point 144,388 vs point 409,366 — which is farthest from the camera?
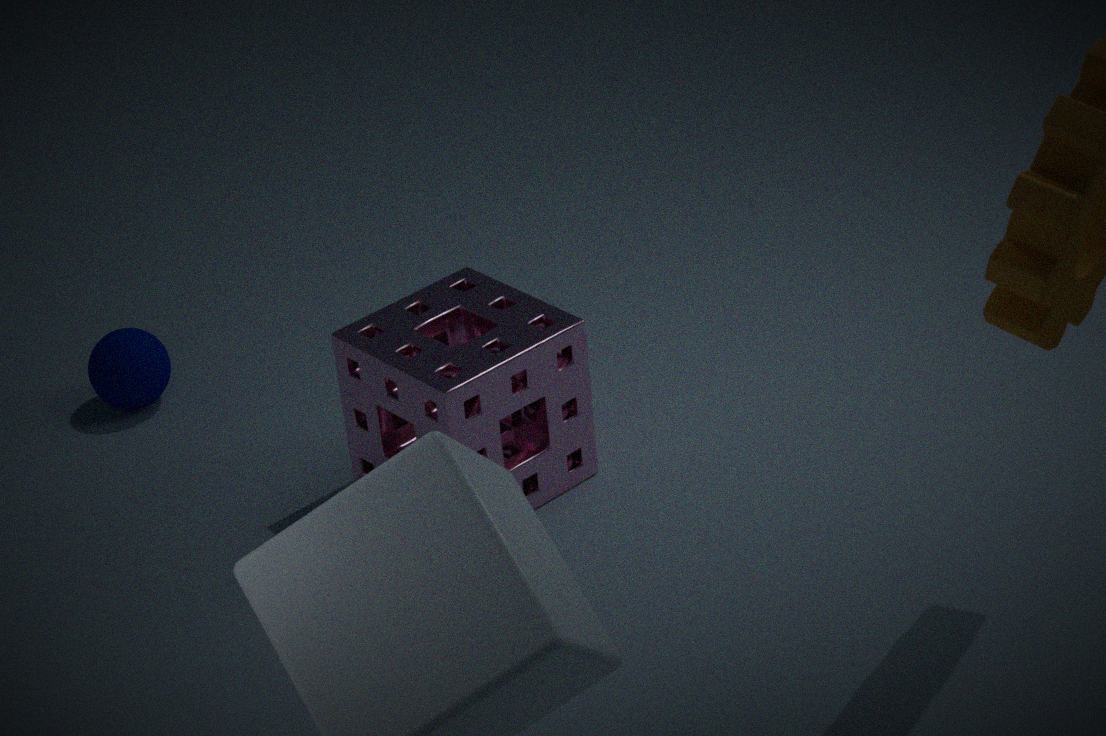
point 144,388
